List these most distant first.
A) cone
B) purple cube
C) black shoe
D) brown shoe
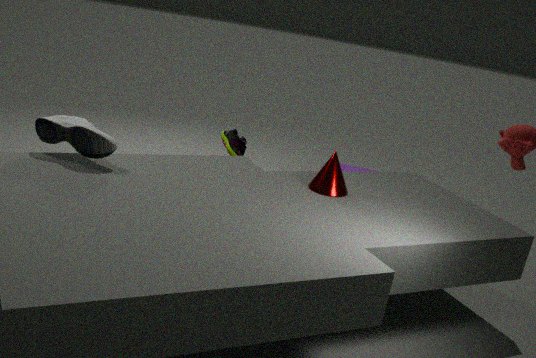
1. purple cube
2. brown shoe
3. cone
4. black shoe
